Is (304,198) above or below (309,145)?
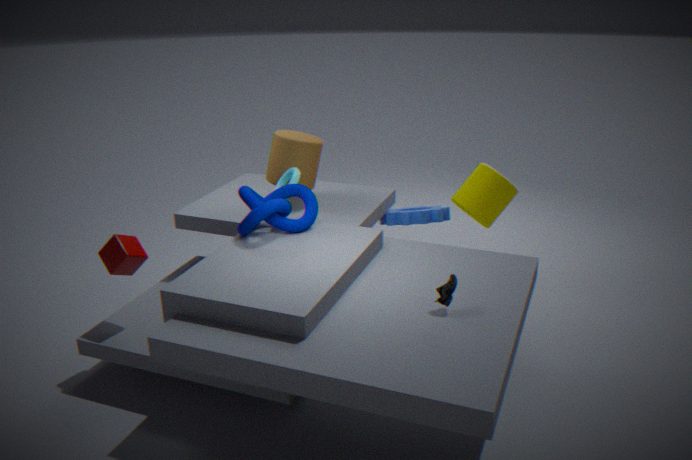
below
